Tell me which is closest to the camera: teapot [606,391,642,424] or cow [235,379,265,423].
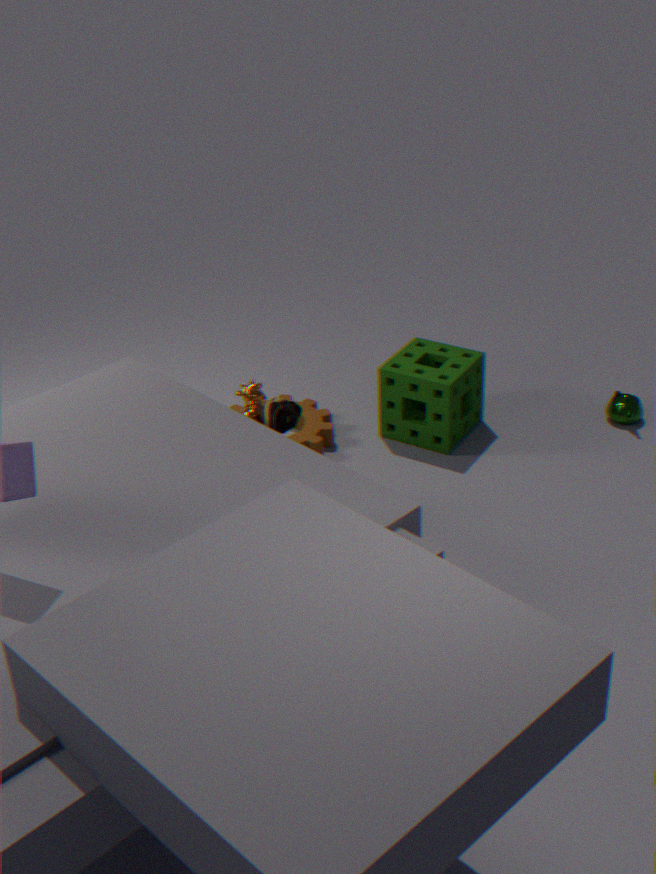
cow [235,379,265,423]
